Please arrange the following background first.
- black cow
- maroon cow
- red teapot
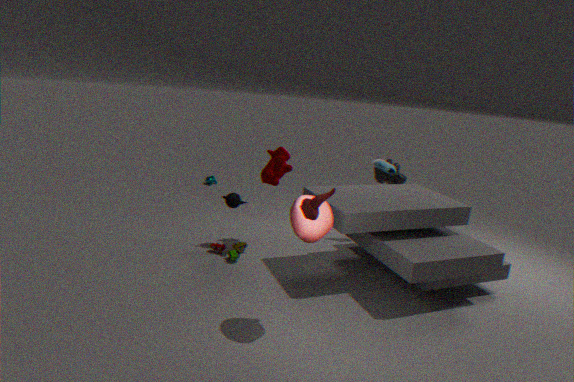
black cow → maroon cow → red teapot
